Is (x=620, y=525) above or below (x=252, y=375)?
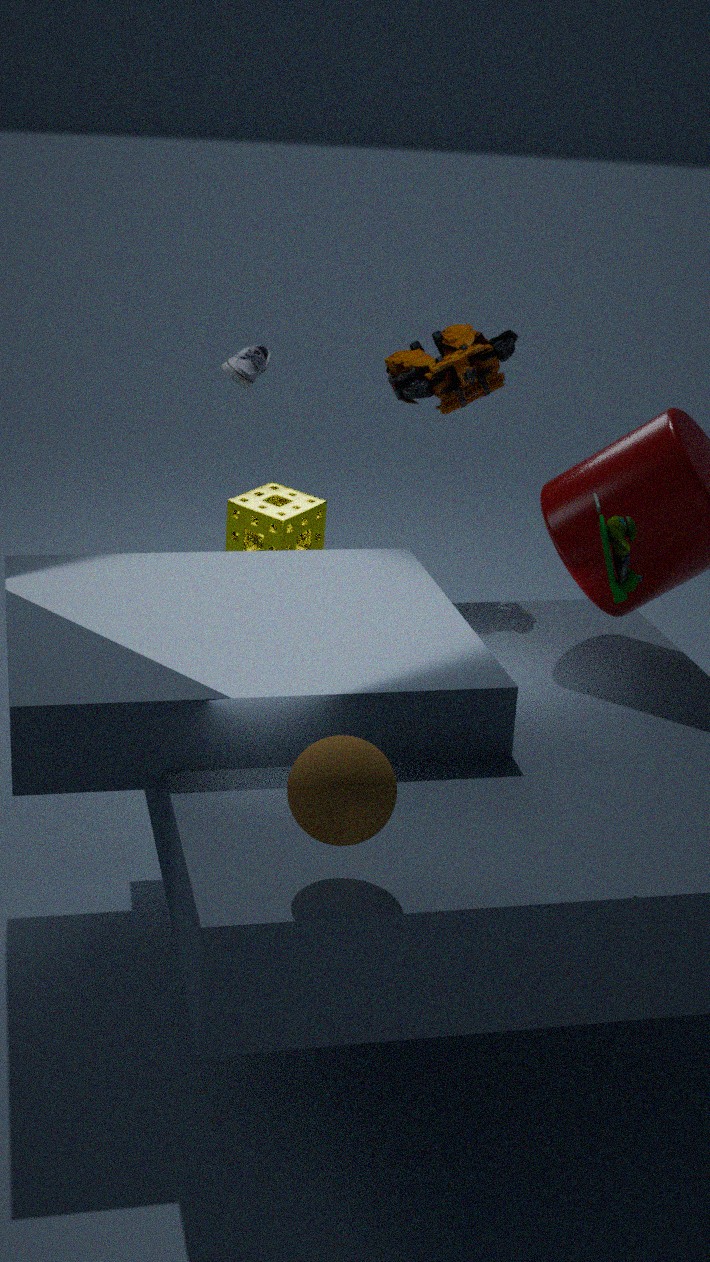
above
